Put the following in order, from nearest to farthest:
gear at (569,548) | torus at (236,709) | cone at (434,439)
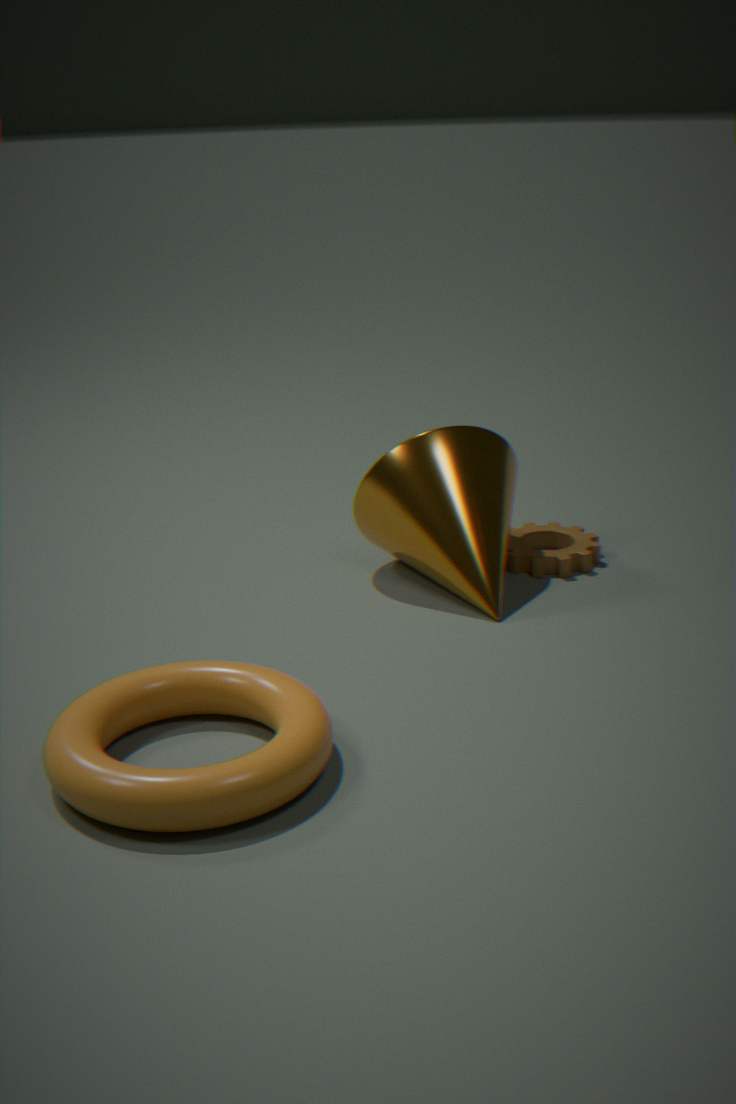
torus at (236,709) → cone at (434,439) → gear at (569,548)
